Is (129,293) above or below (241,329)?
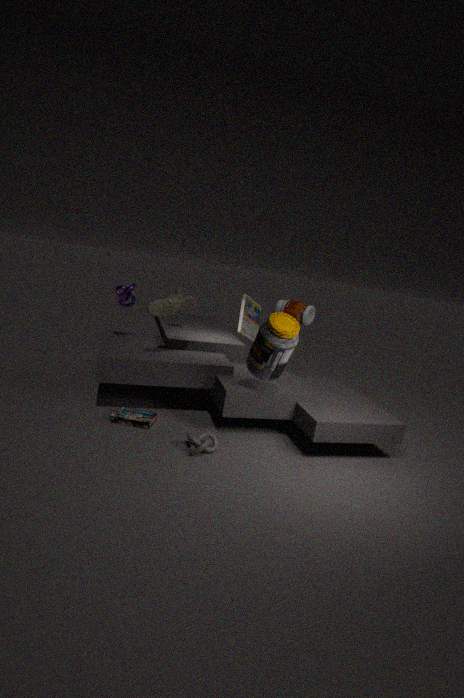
above
